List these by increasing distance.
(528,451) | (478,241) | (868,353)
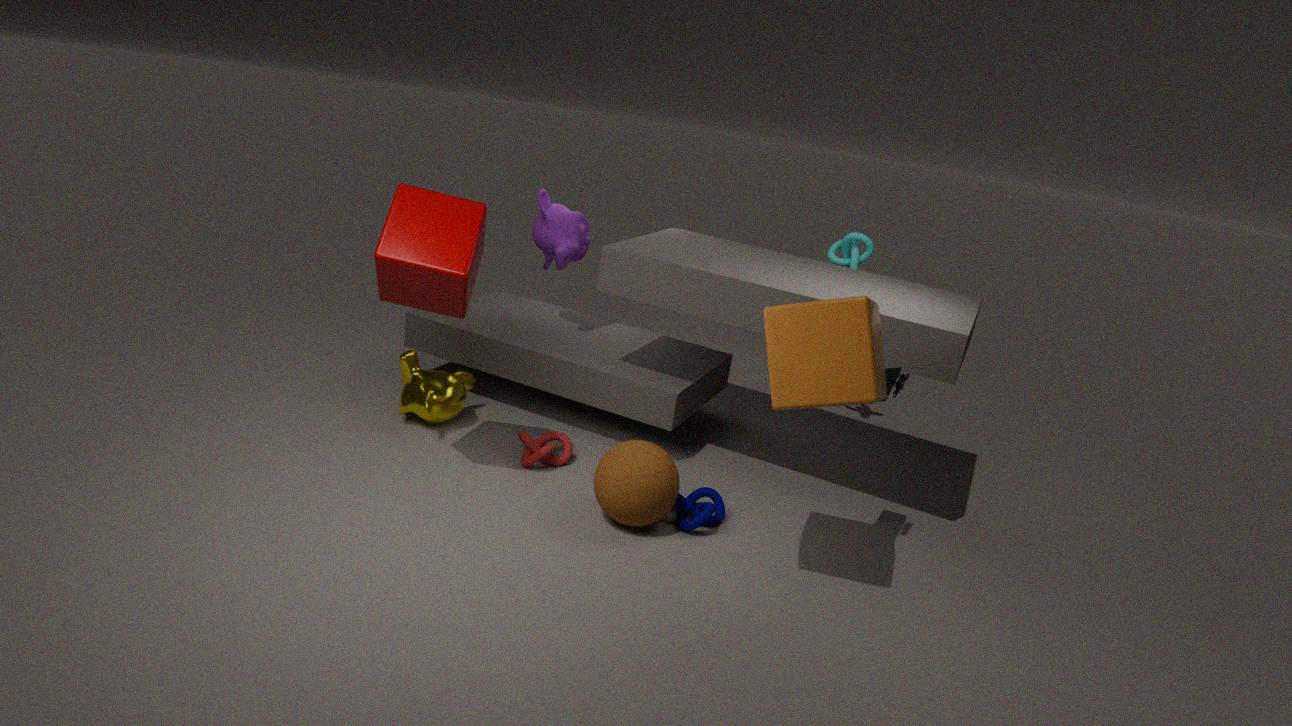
(868,353)
(478,241)
(528,451)
